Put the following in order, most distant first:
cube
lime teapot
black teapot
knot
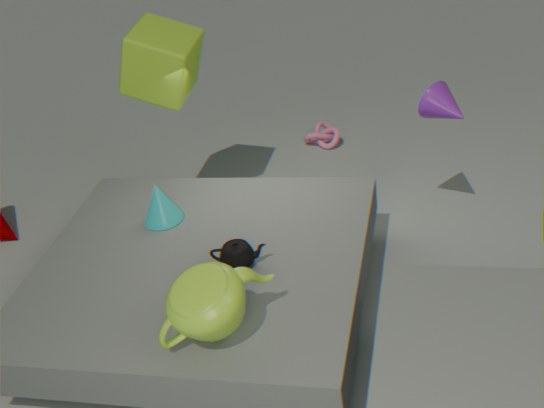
knot
cube
black teapot
lime teapot
